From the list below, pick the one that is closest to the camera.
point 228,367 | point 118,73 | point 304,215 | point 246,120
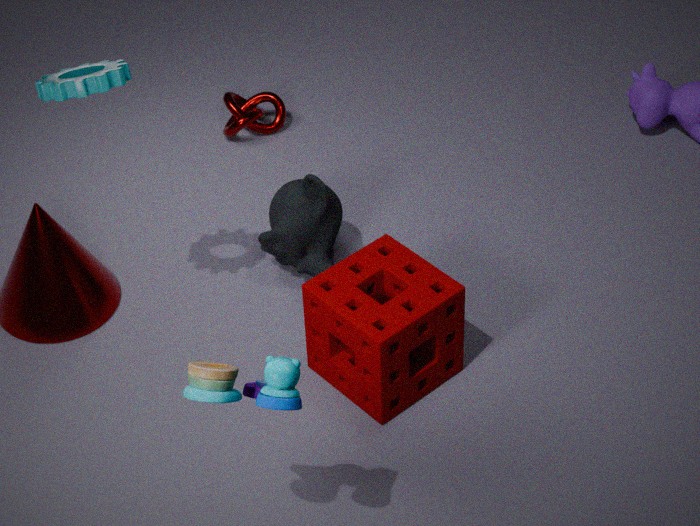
point 228,367
